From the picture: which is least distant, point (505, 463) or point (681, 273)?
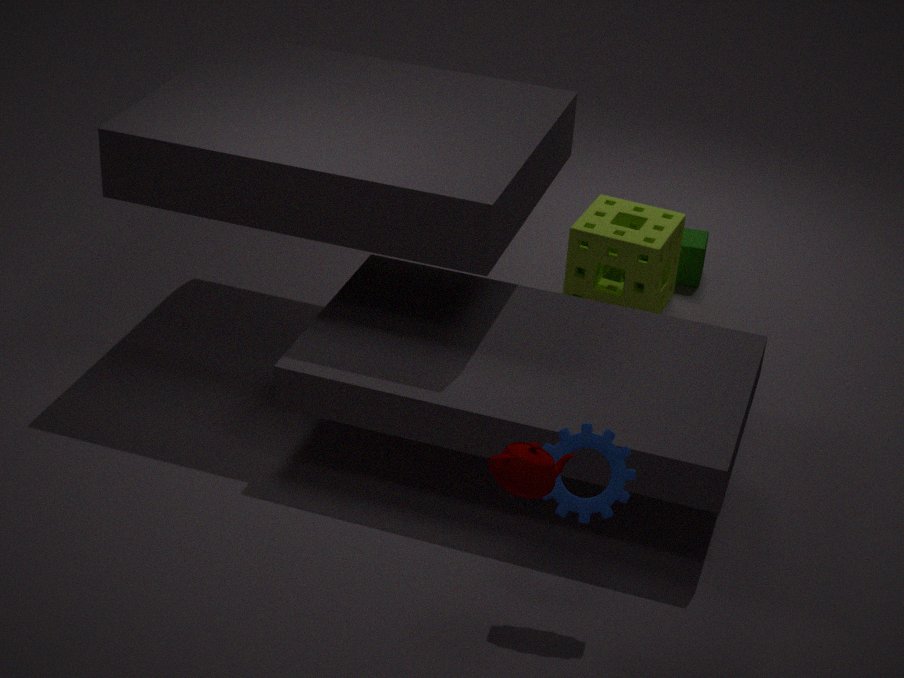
point (505, 463)
